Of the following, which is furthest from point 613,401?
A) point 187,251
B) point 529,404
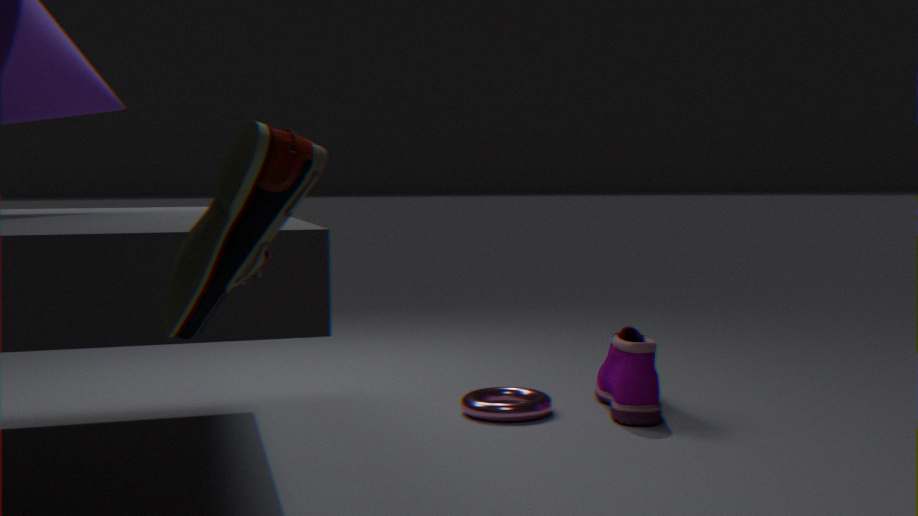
point 187,251
